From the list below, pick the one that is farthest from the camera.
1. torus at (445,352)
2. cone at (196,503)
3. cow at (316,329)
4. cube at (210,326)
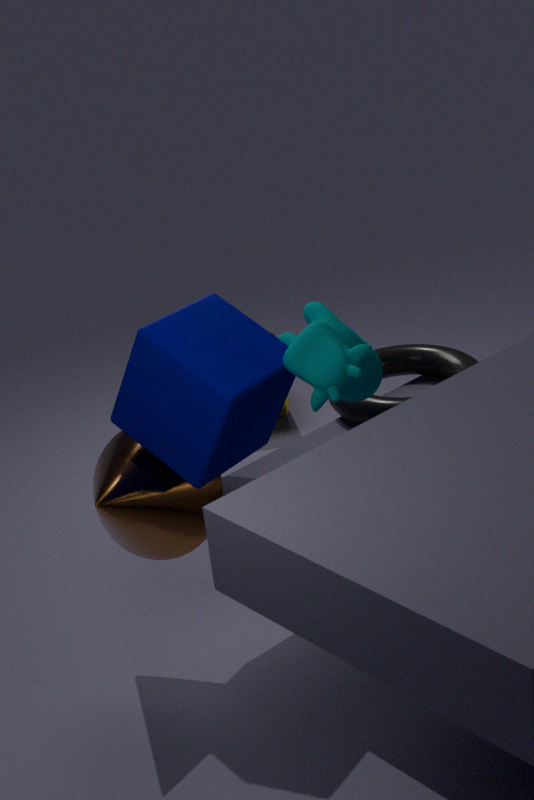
torus at (445,352)
